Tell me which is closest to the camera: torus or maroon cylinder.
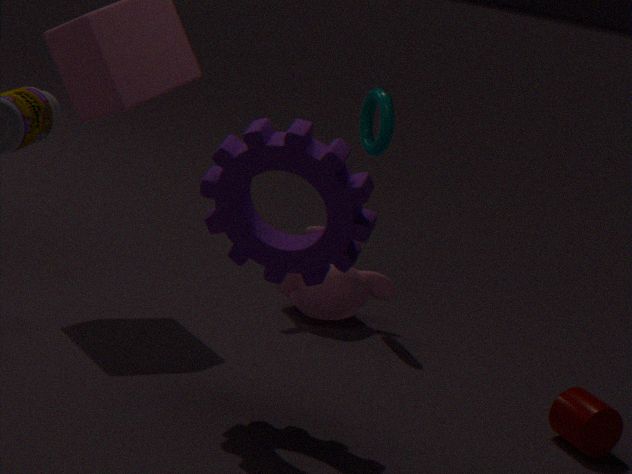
maroon cylinder
